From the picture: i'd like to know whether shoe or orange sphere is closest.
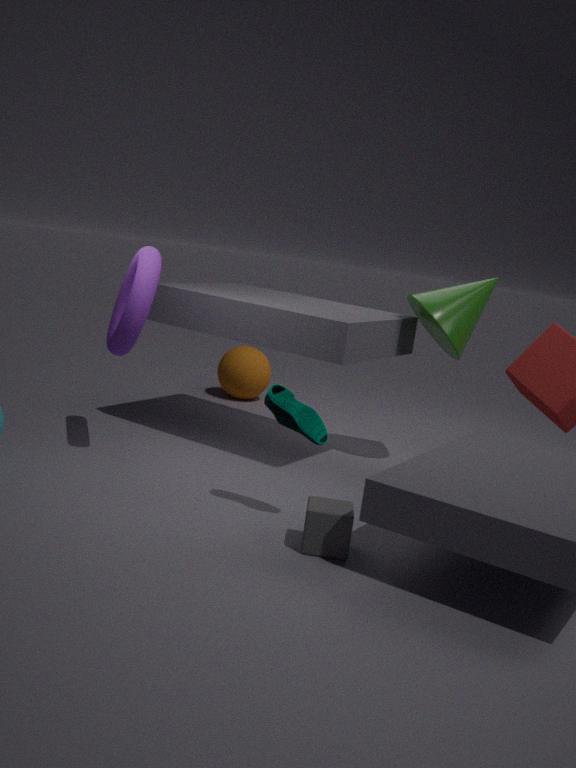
shoe
